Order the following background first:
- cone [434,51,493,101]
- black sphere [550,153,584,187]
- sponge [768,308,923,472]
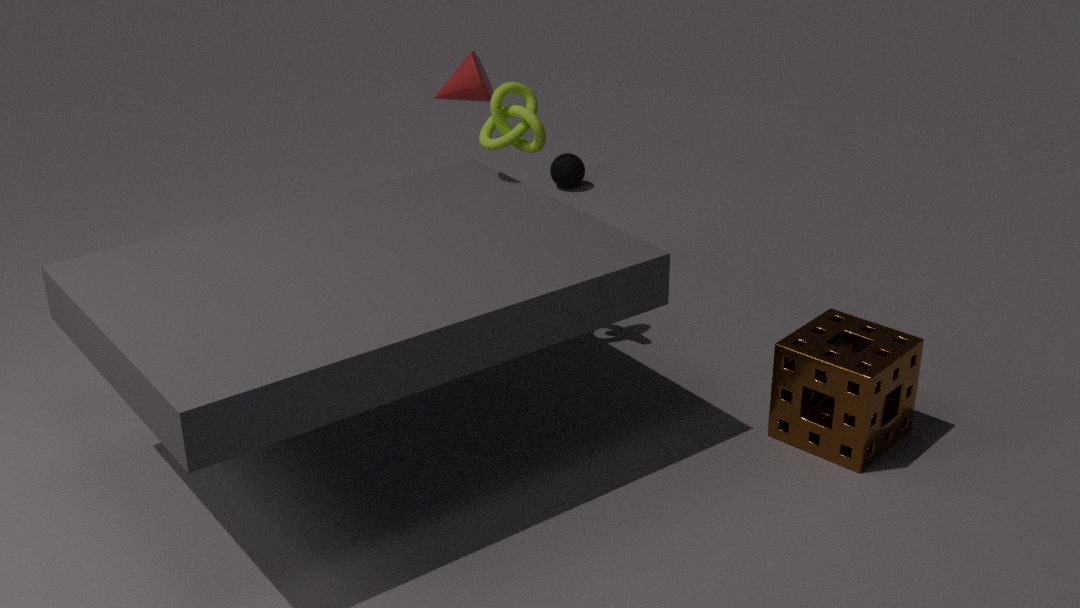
black sphere [550,153,584,187]
cone [434,51,493,101]
sponge [768,308,923,472]
